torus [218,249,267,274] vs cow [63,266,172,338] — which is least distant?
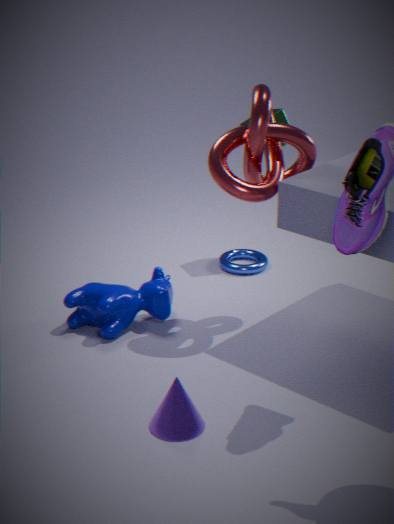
cow [63,266,172,338]
